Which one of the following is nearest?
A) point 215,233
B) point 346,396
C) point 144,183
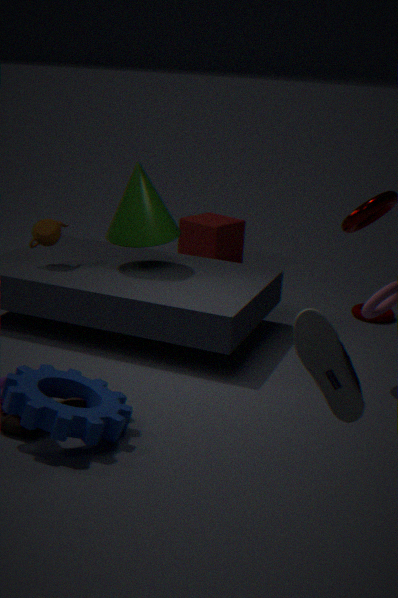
point 346,396
